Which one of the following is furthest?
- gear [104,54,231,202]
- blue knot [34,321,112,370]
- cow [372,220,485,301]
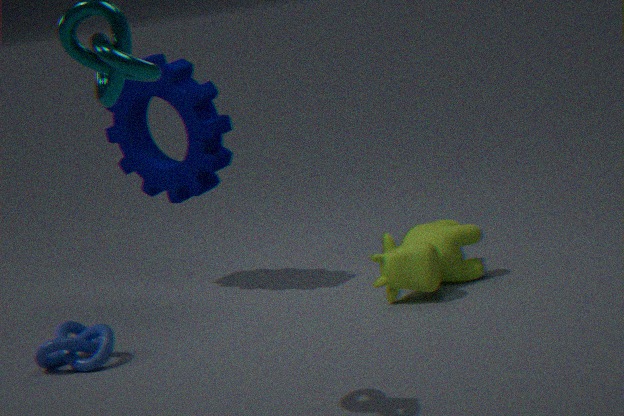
gear [104,54,231,202]
